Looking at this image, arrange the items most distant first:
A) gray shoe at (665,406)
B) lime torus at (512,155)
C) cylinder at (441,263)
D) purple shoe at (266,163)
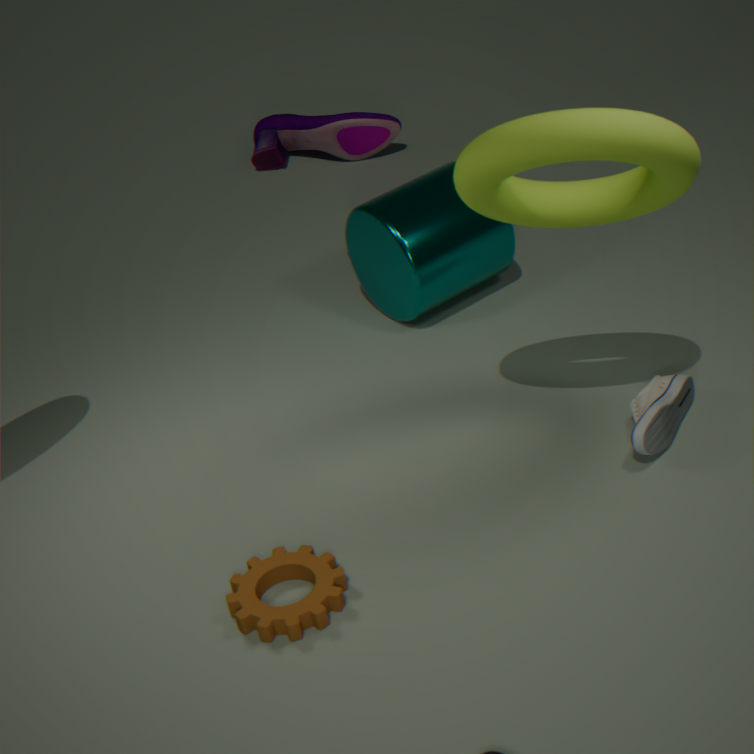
purple shoe at (266,163) < cylinder at (441,263) < gray shoe at (665,406) < lime torus at (512,155)
